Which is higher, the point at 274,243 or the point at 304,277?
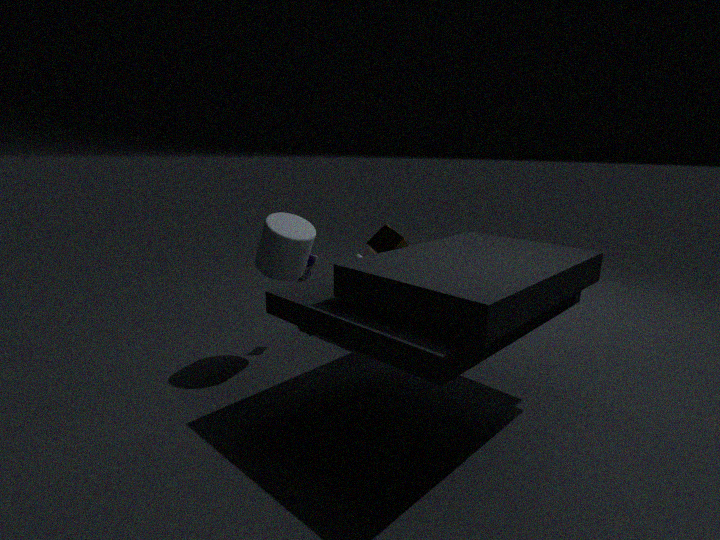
the point at 274,243
